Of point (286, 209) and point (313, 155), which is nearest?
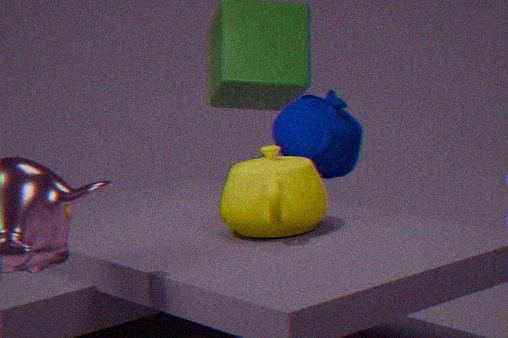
point (286, 209)
